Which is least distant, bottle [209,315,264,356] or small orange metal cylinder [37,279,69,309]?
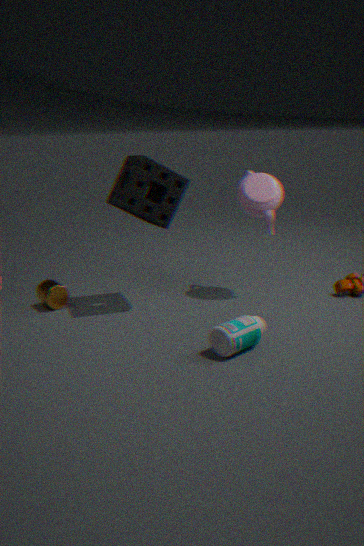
bottle [209,315,264,356]
